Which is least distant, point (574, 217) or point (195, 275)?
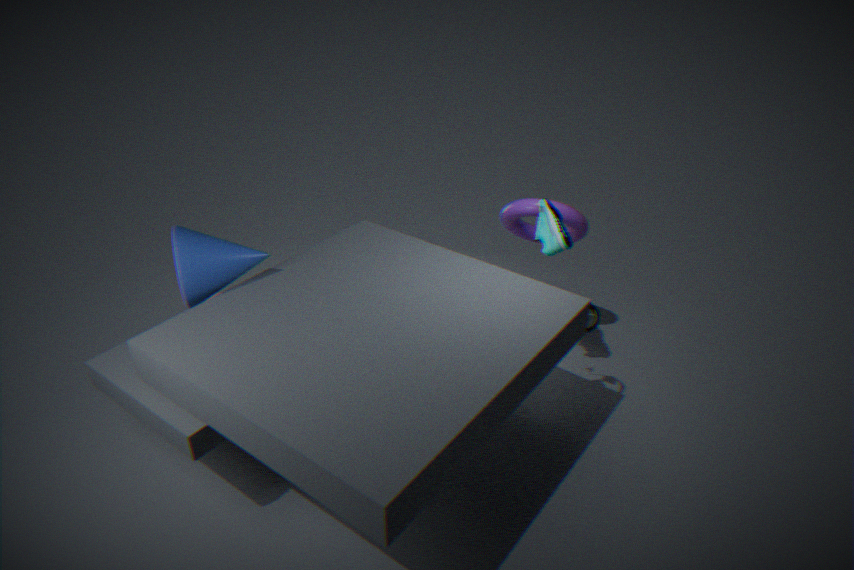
point (195, 275)
